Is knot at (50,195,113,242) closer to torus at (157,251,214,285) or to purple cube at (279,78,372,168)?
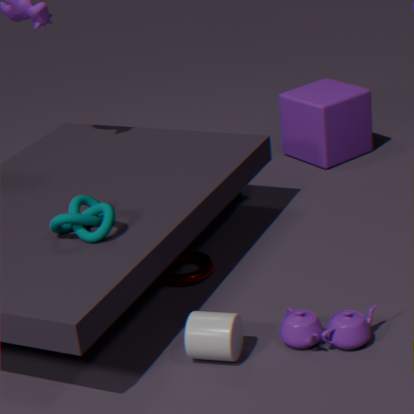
torus at (157,251,214,285)
